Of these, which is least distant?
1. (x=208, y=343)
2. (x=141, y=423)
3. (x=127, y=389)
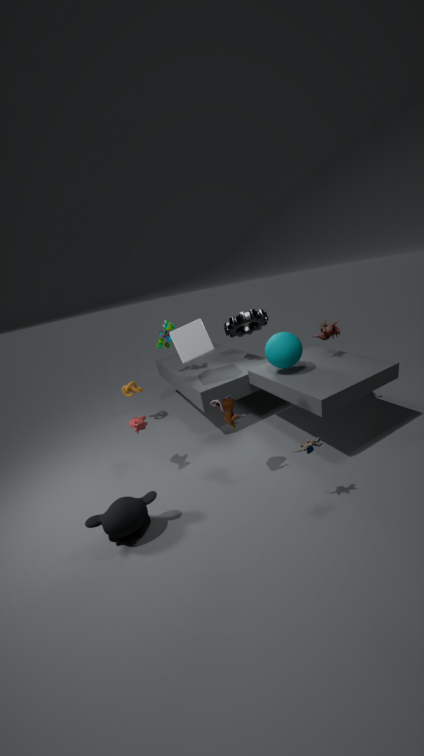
(x=141, y=423)
